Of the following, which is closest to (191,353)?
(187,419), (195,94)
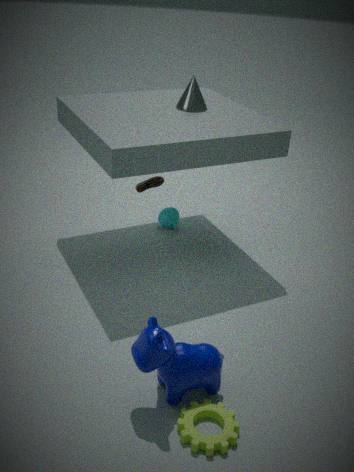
(187,419)
